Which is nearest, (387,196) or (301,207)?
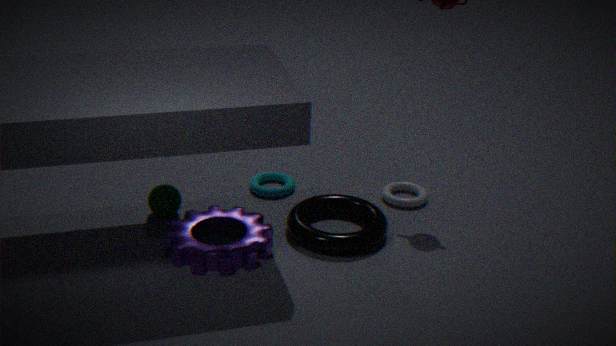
(301,207)
